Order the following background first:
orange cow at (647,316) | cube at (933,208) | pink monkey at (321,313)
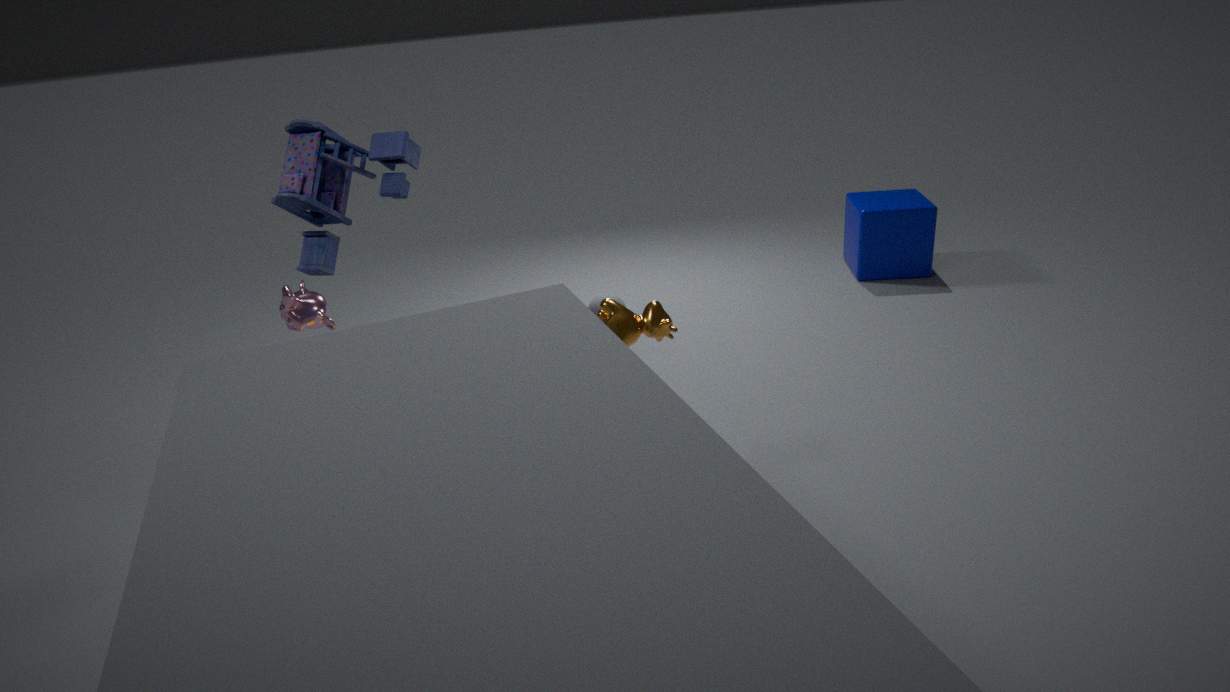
cube at (933,208), pink monkey at (321,313), orange cow at (647,316)
